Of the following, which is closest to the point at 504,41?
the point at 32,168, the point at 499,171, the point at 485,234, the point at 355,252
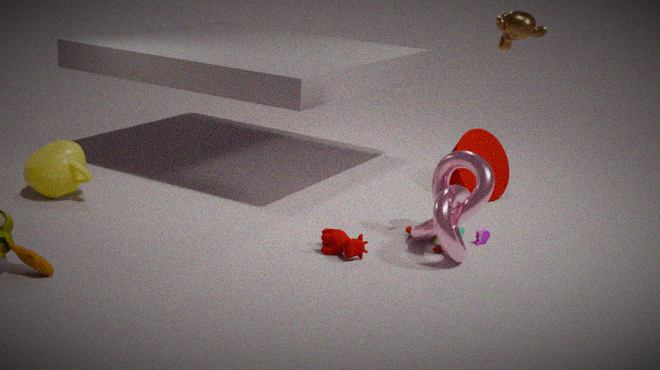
the point at 485,234
